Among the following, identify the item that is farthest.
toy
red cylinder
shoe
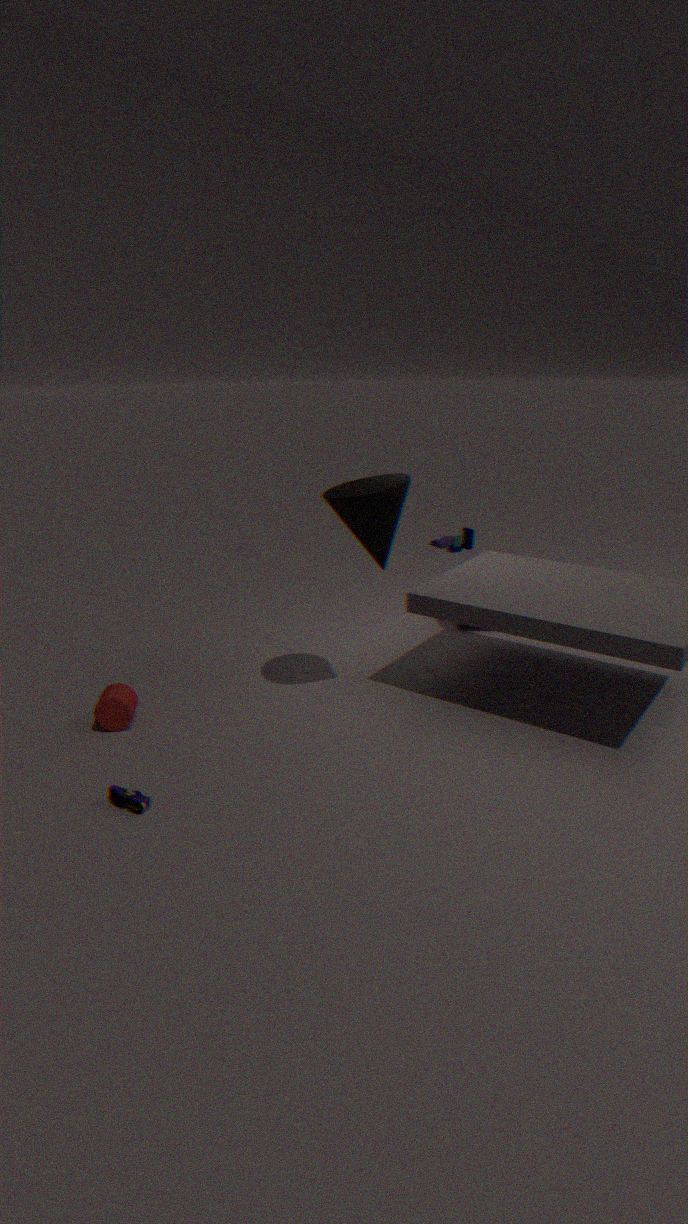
toy
